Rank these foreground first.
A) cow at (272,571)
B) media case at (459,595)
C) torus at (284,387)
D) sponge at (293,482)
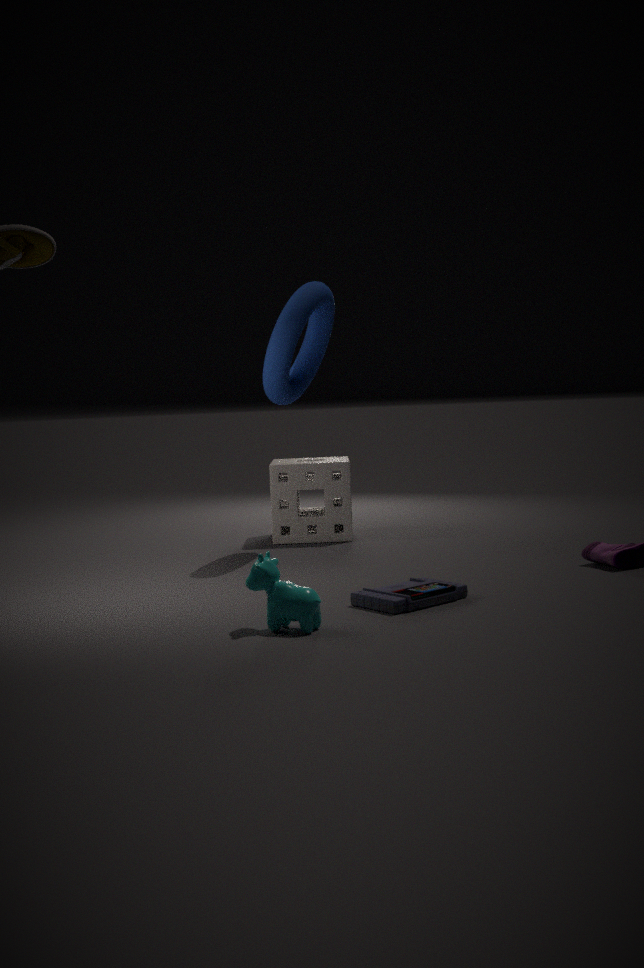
1. cow at (272,571)
2. media case at (459,595)
3. torus at (284,387)
4. sponge at (293,482)
